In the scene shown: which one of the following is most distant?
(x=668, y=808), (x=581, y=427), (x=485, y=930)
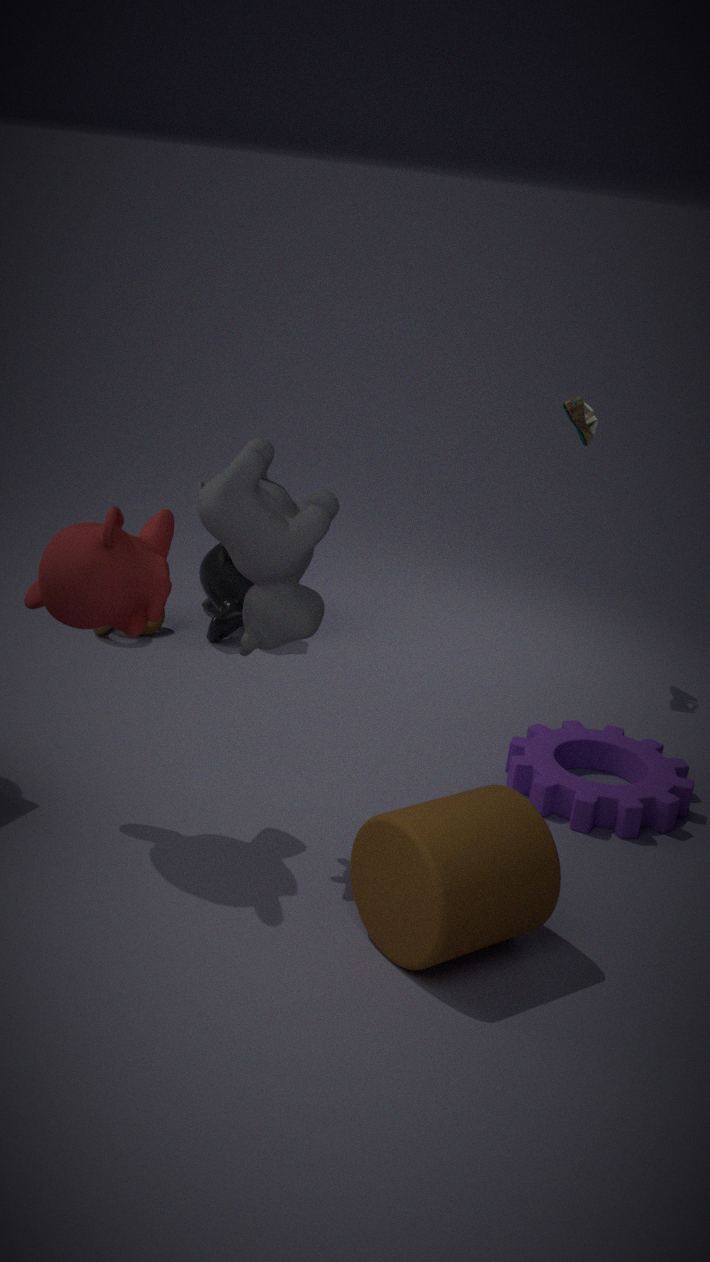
(x=581, y=427)
